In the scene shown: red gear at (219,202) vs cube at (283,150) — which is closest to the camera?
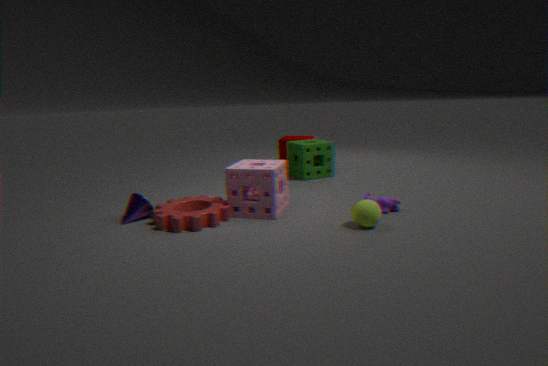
red gear at (219,202)
